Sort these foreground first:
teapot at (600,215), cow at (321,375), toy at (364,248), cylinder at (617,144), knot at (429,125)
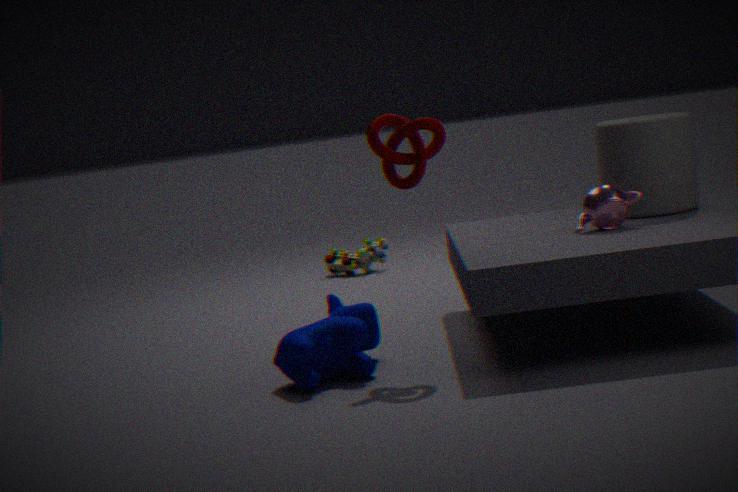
cow at (321,375) < knot at (429,125) < teapot at (600,215) < cylinder at (617,144) < toy at (364,248)
